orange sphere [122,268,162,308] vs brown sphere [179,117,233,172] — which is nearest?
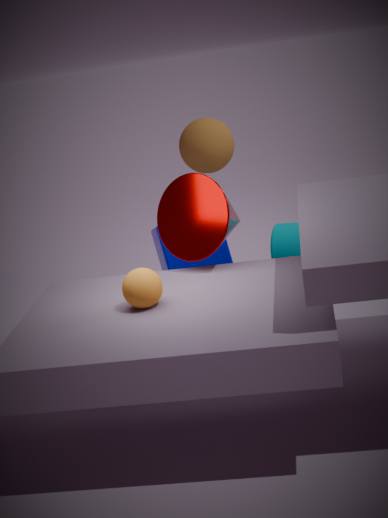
orange sphere [122,268,162,308]
